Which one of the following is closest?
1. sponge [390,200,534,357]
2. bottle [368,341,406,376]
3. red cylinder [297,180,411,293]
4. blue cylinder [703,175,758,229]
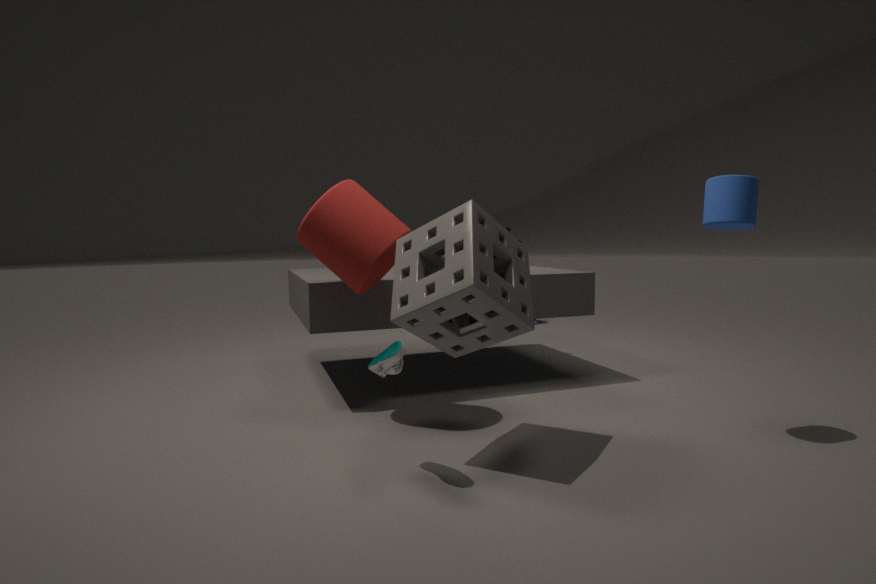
bottle [368,341,406,376]
